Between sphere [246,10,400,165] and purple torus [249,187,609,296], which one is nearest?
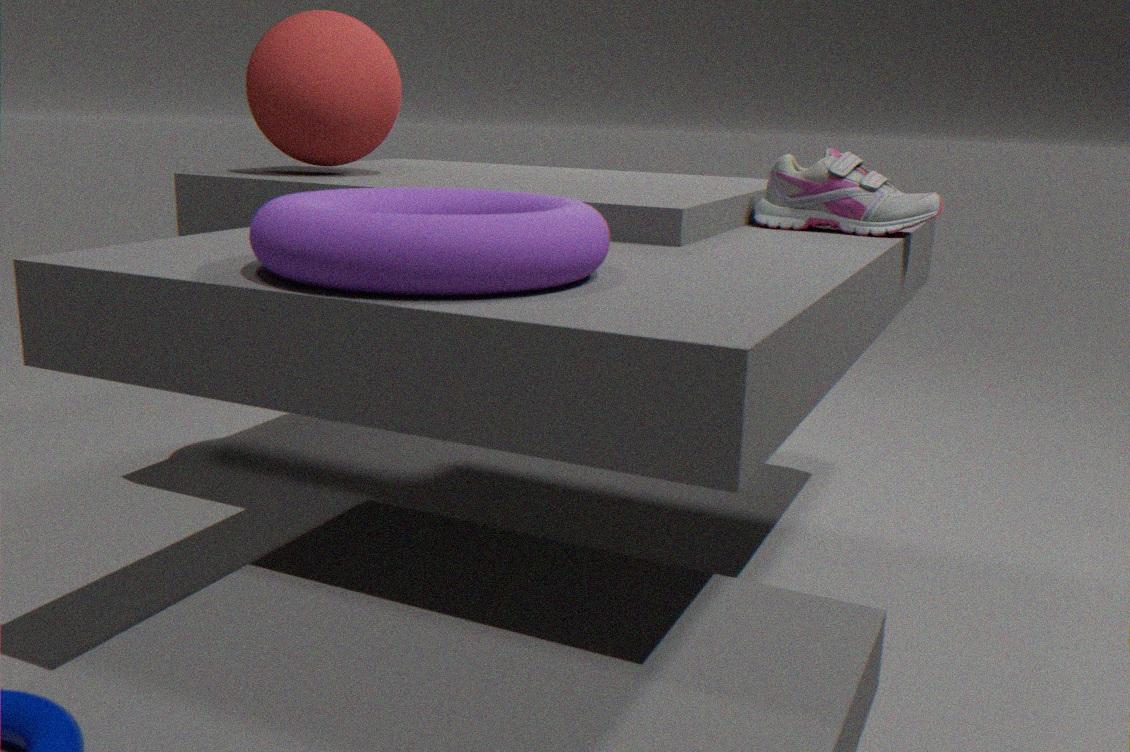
purple torus [249,187,609,296]
